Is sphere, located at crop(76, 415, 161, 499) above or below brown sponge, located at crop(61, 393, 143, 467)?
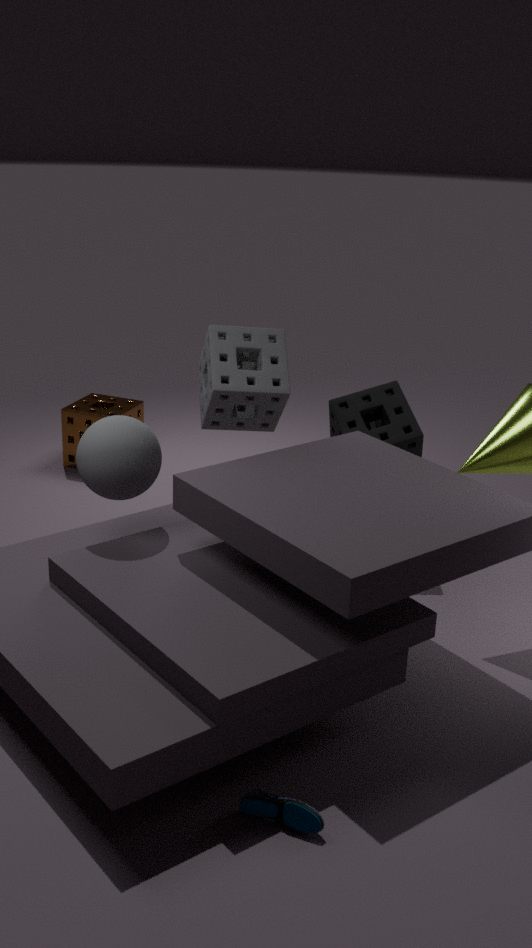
above
